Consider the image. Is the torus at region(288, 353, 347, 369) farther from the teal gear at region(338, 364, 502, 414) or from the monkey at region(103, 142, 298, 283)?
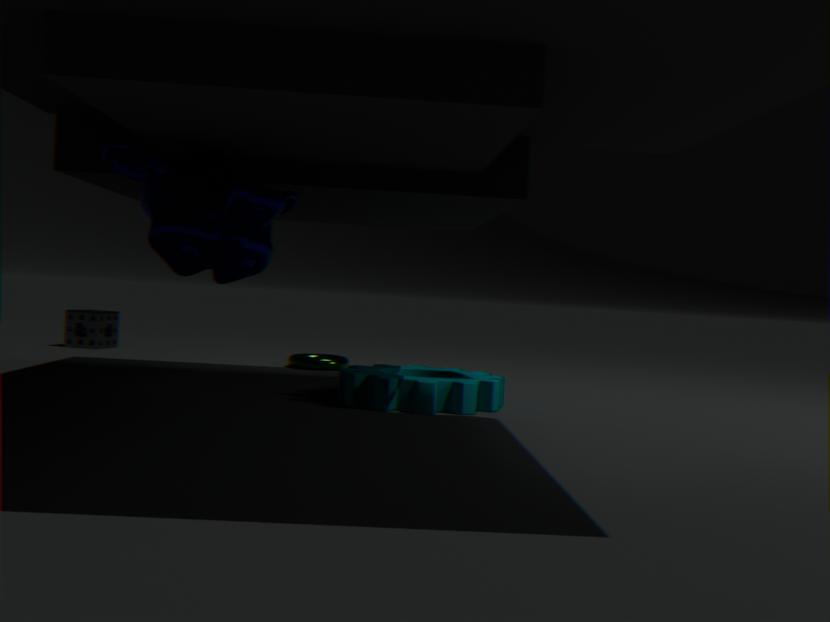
the monkey at region(103, 142, 298, 283)
